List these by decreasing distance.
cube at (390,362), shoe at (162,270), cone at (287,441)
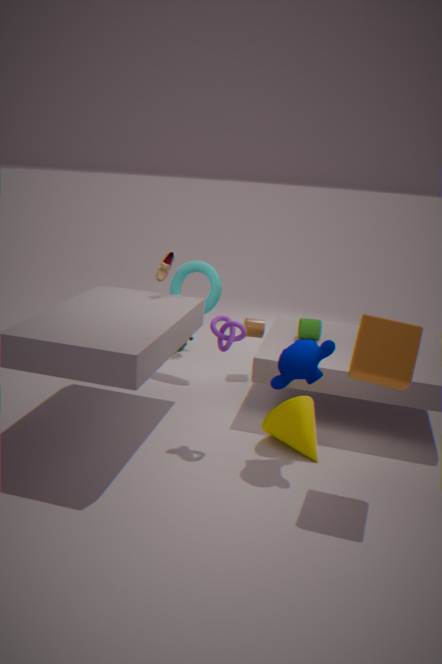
1. shoe at (162,270)
2. cone at (287,441)
3. cube at (390,362)
